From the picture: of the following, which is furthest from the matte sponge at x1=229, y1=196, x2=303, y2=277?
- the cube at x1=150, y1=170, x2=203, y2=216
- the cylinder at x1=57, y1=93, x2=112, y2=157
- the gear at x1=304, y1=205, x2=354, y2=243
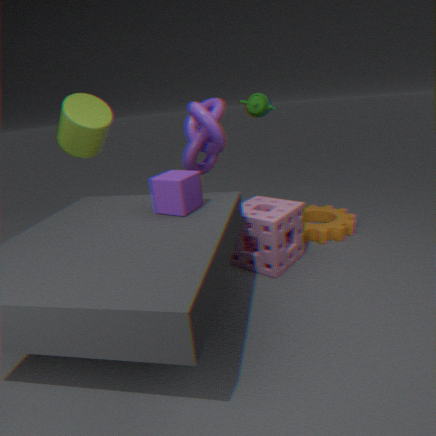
the cylinder at x1=57, y1=93, x2=112, y2=157
